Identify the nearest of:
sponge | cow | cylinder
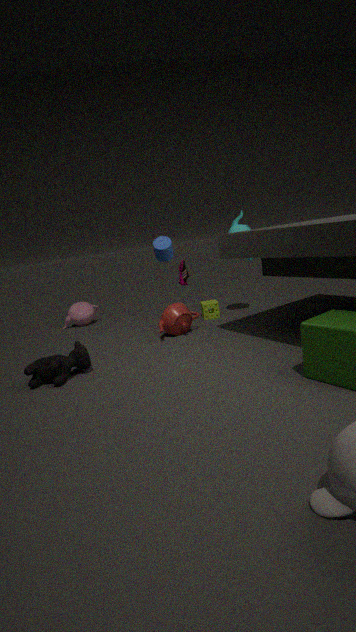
cow
